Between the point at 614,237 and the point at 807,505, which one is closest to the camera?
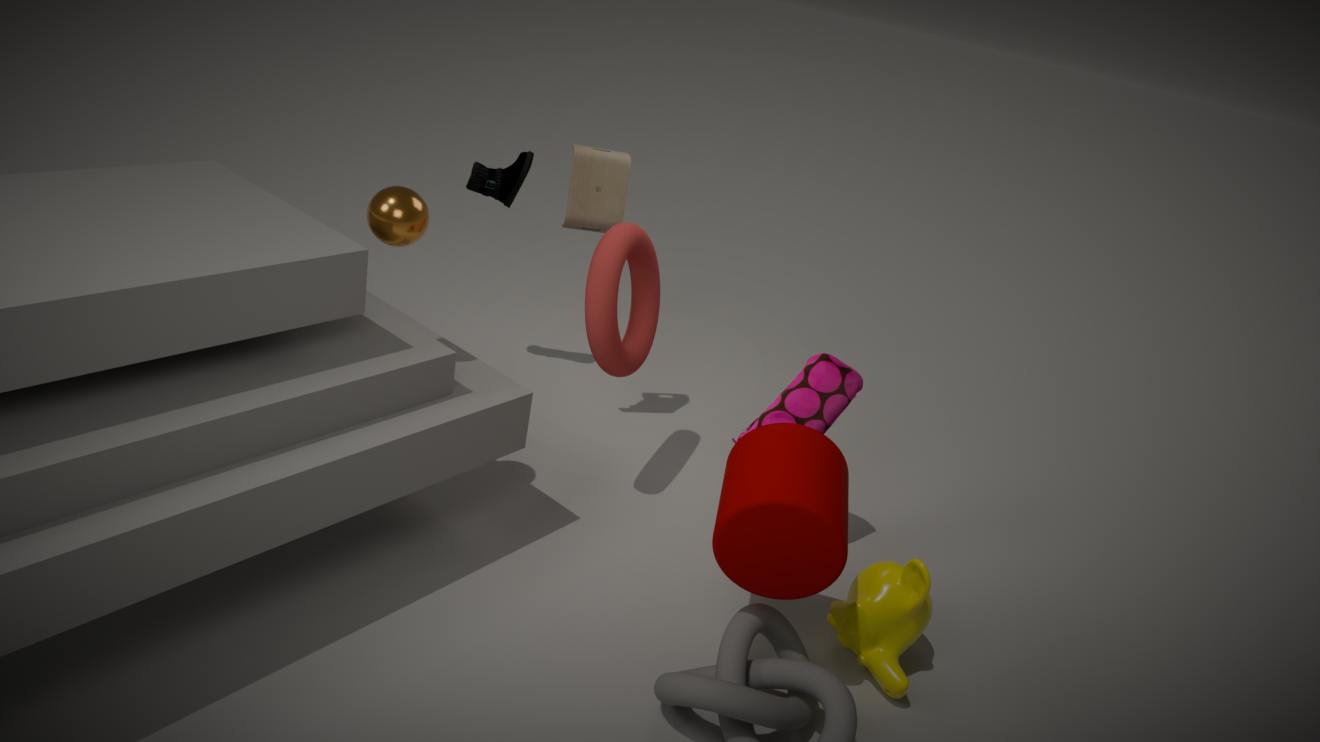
the point at 807,505
